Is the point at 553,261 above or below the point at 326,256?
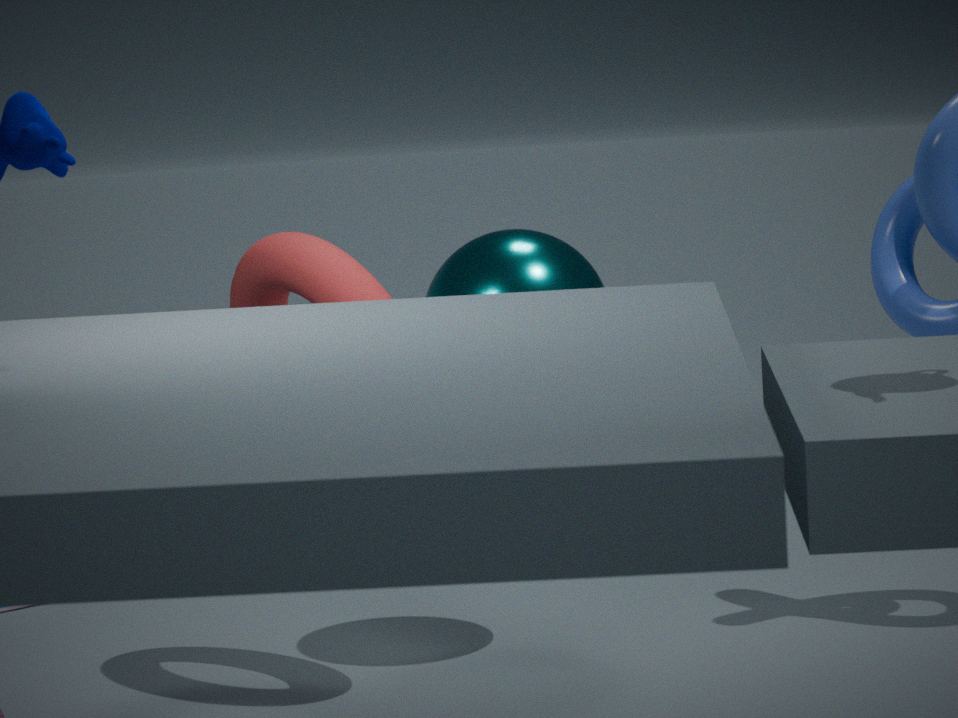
above
